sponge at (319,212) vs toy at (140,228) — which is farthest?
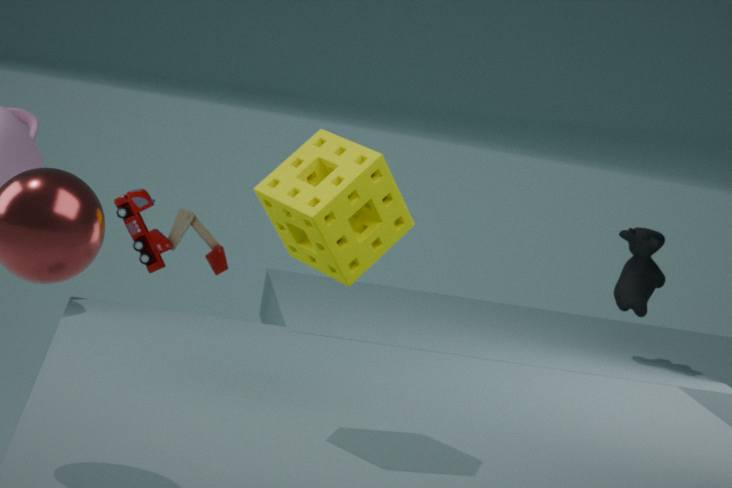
toy at (140,228)
